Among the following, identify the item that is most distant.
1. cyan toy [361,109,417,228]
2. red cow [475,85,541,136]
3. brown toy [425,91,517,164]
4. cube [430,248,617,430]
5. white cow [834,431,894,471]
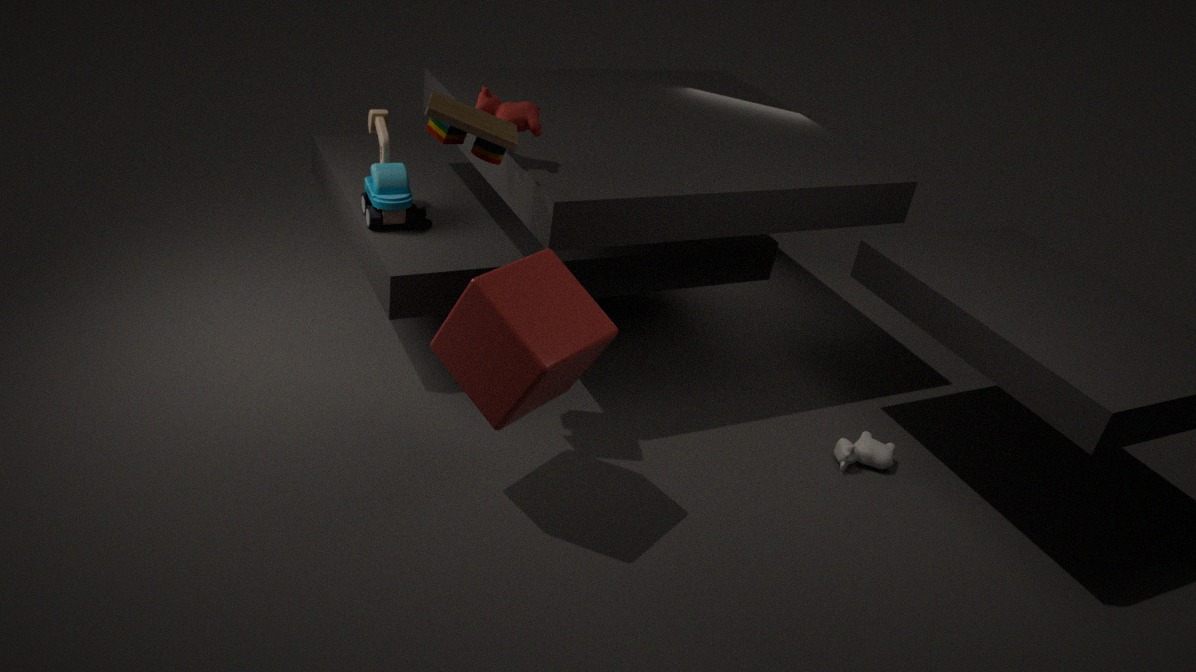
cyan toy [361,109,417,228]
